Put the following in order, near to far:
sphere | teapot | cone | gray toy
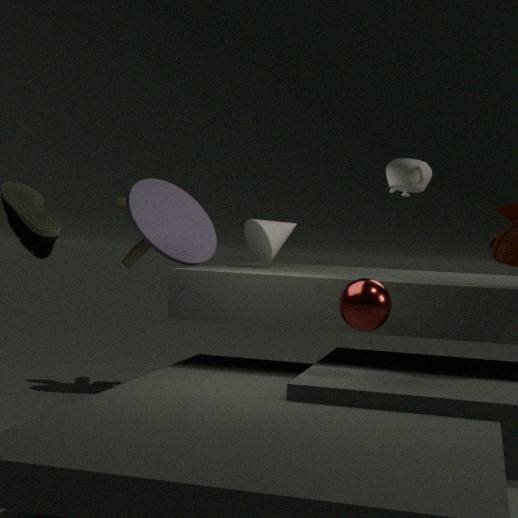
1. sphere
2. teapot
3. cone
4. gray toy
